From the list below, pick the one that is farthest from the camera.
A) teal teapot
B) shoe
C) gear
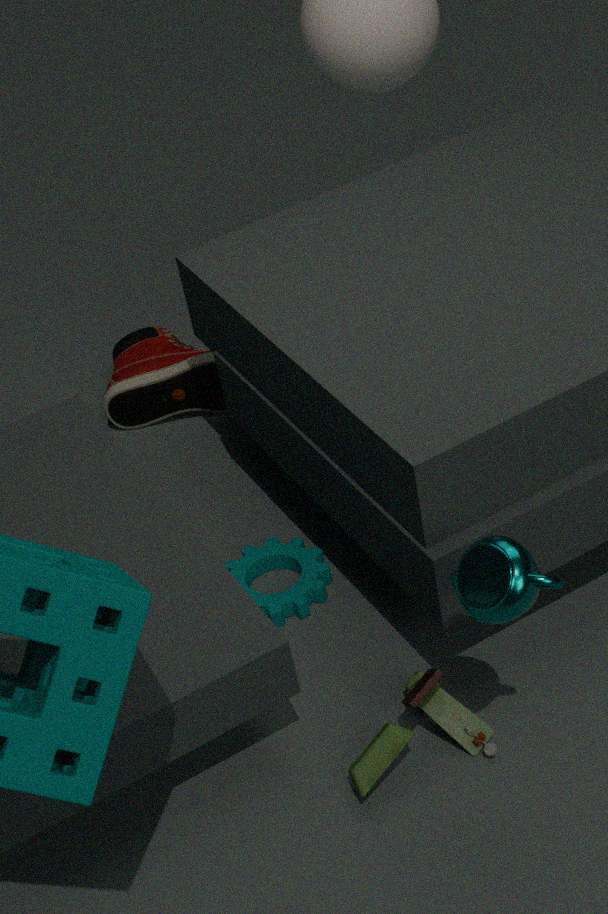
shoe
